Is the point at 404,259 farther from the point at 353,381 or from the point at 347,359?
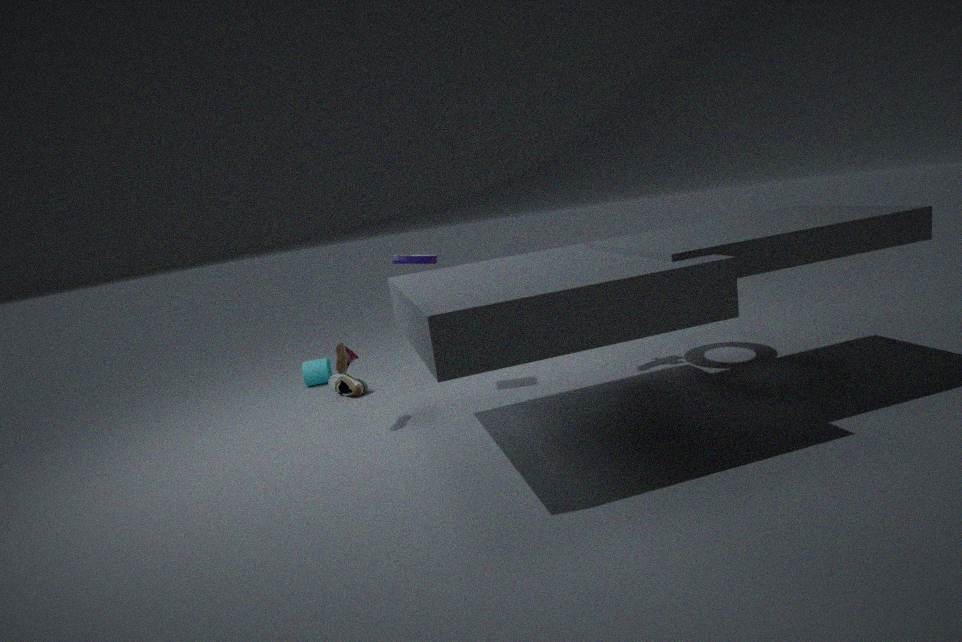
the point at 353,381
